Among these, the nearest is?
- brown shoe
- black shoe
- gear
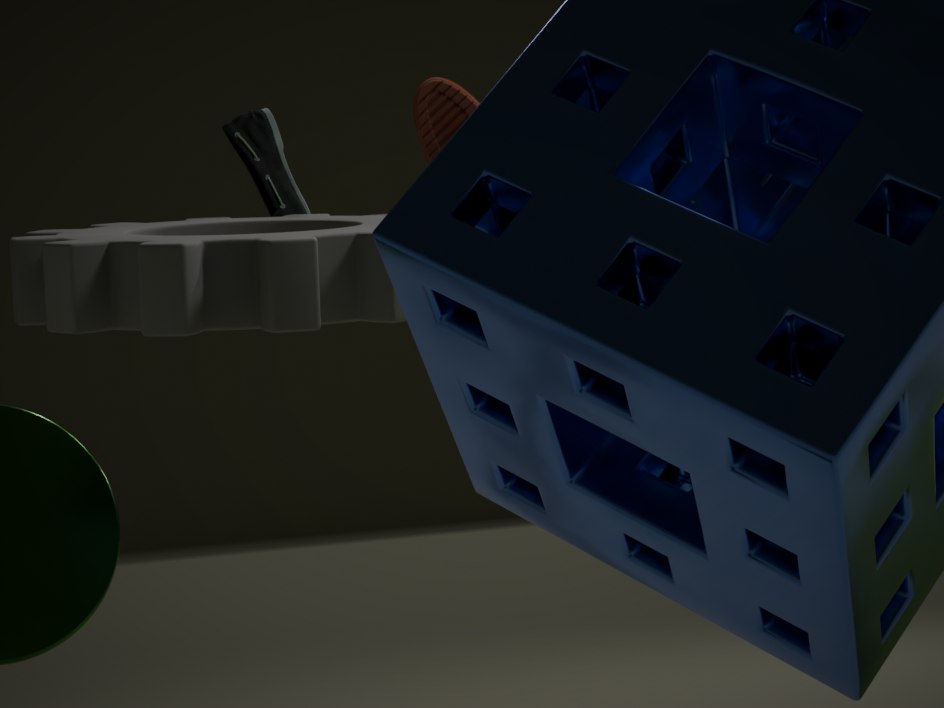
gear
